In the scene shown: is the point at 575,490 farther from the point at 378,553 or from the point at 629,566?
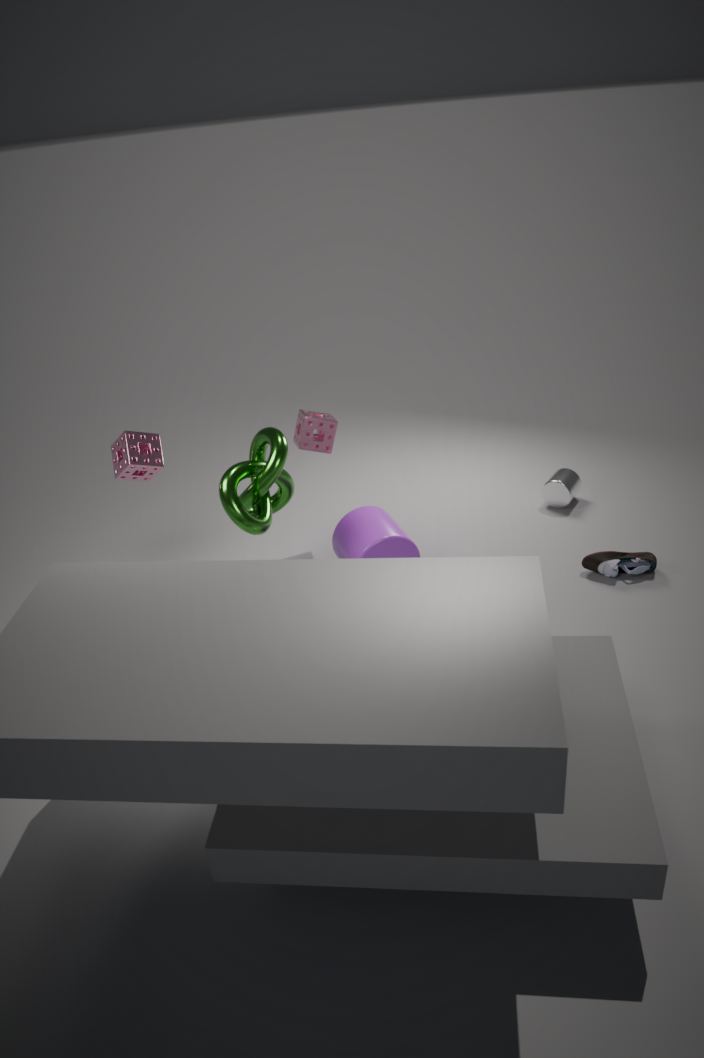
the point at 378,553
